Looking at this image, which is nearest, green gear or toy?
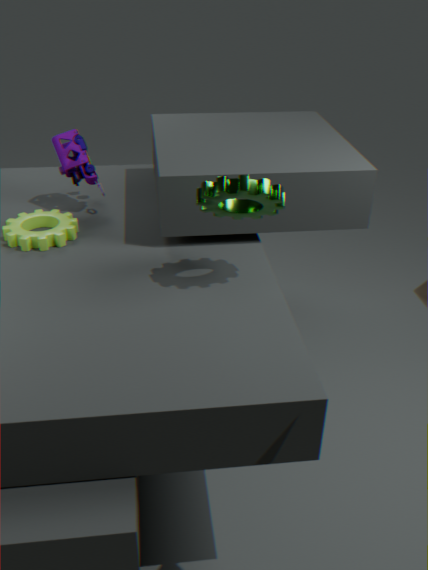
green gear
